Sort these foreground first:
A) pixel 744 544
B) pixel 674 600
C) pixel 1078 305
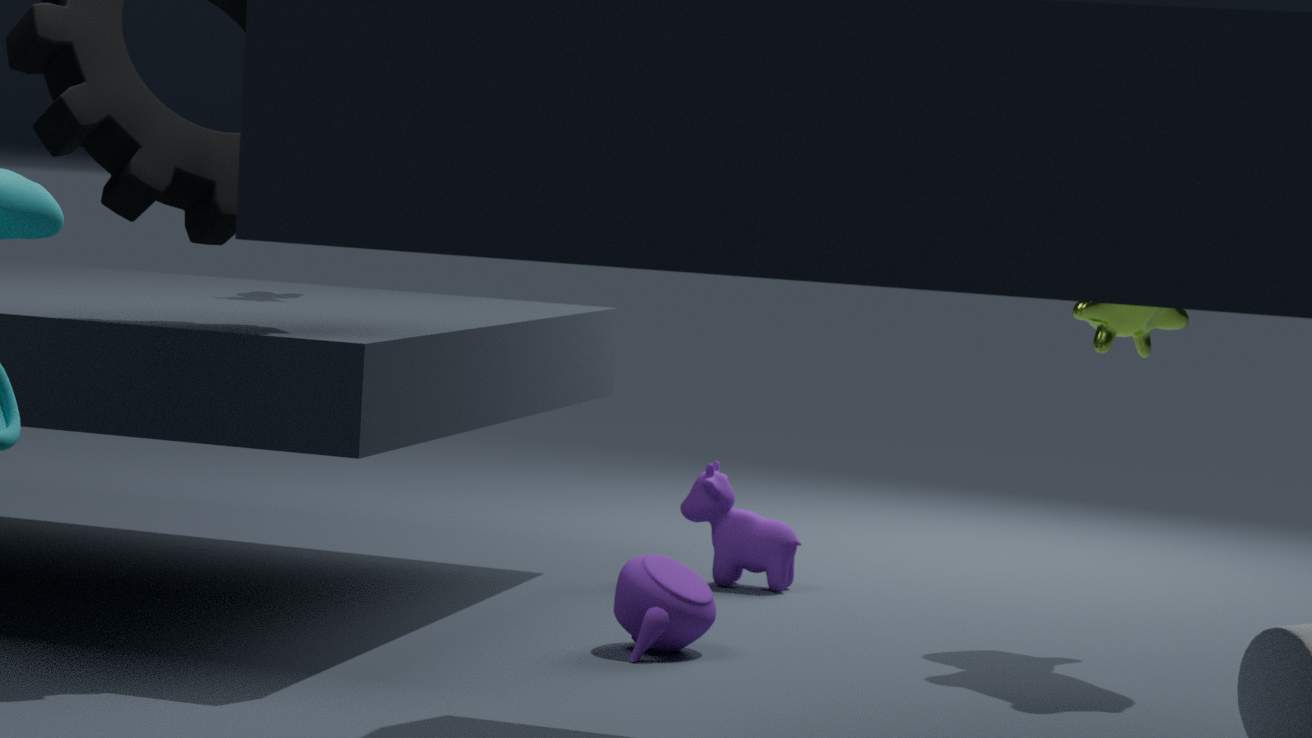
pixel 674 600
pixel 1078 305
pixel 744 544
